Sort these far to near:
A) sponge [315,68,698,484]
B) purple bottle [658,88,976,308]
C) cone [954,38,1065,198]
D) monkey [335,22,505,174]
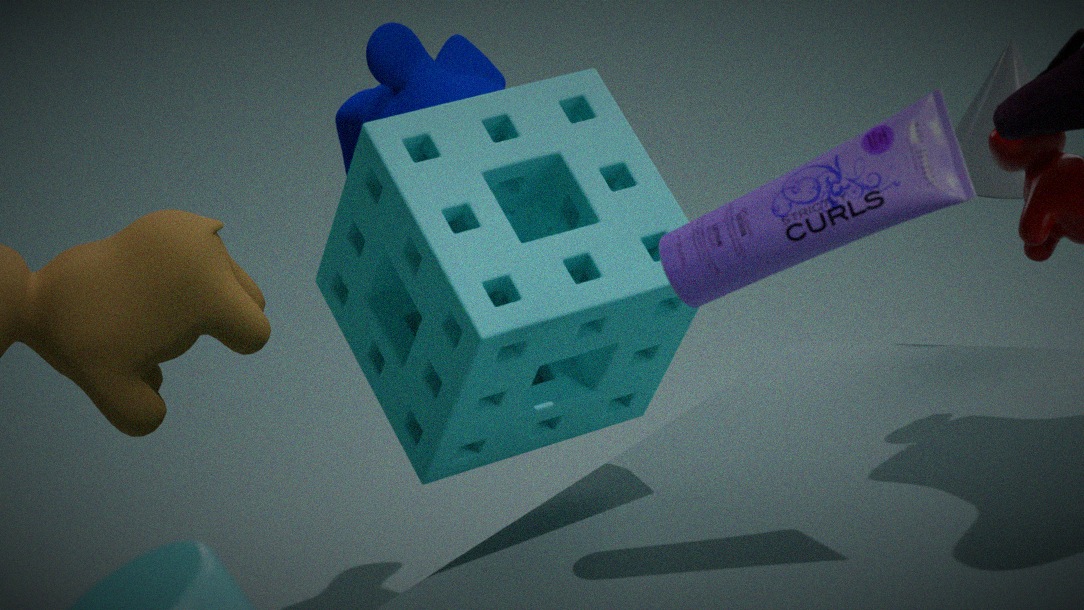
monkey [335,22,505,174], cone [954,38,1065,198], sponge [315,68,698,484], purple bottle [658,88,976,308]
